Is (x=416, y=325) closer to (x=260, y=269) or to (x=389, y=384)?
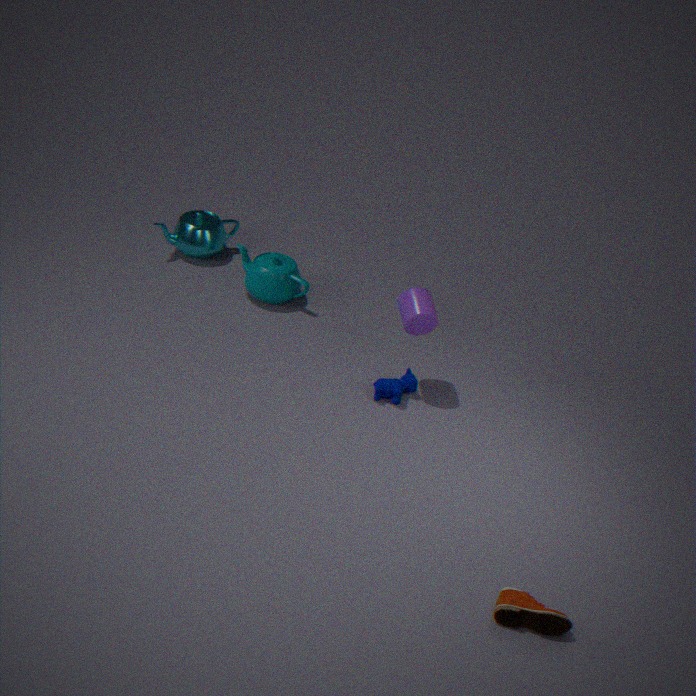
(x=389, y=384)
